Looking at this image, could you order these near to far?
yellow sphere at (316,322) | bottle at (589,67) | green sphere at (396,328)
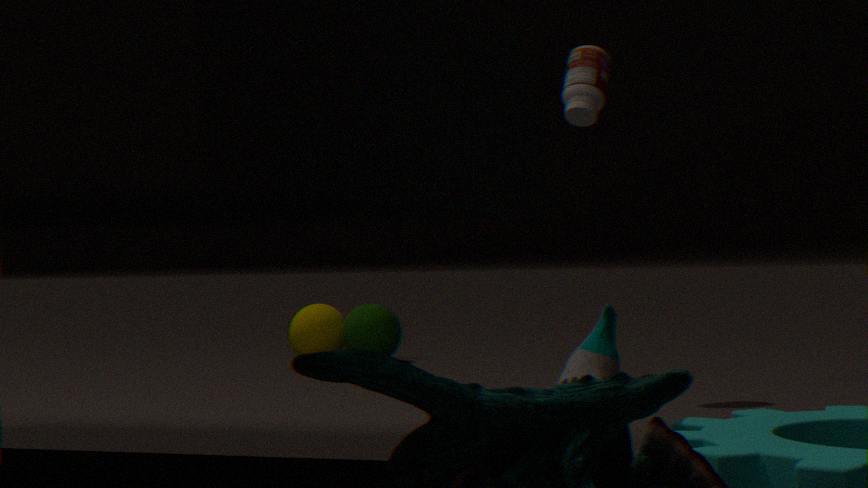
bottle at (589,67) < green sphere at (396,328) < yellow sphere at (316,322)
